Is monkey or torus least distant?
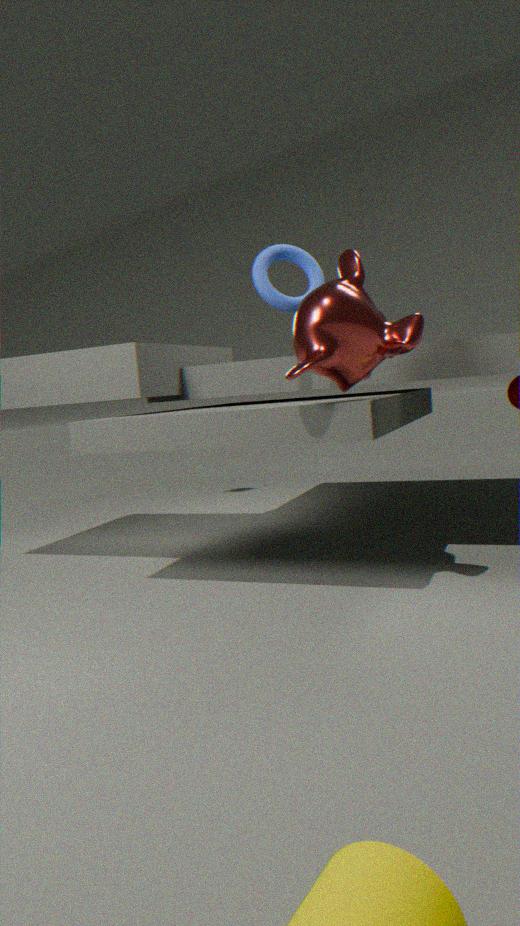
monkey
